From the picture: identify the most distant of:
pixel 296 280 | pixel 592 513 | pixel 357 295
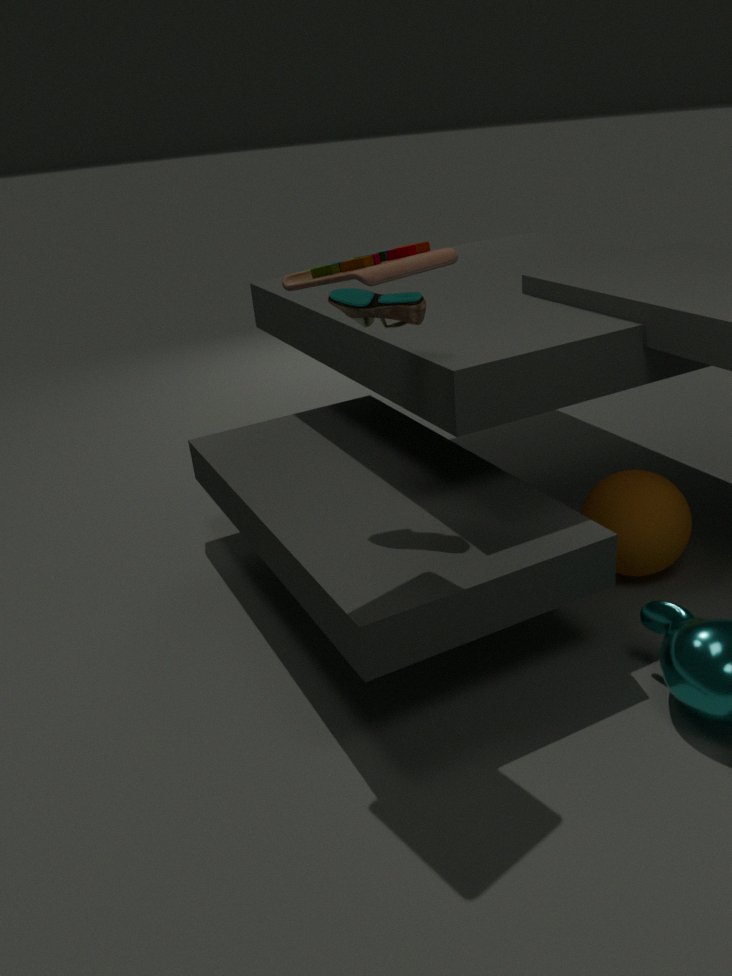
pixel 592 513
